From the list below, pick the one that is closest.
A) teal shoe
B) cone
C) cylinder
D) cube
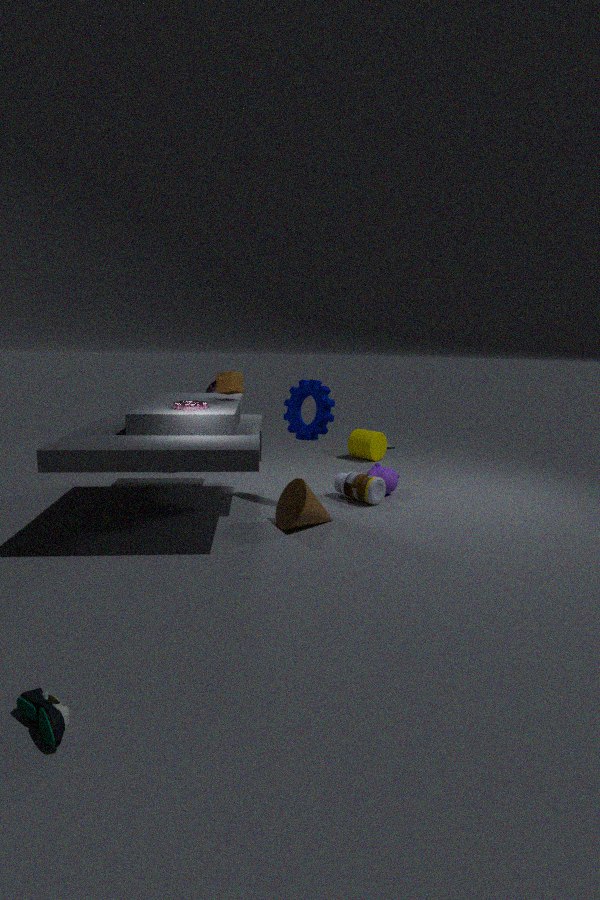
teal shoe
